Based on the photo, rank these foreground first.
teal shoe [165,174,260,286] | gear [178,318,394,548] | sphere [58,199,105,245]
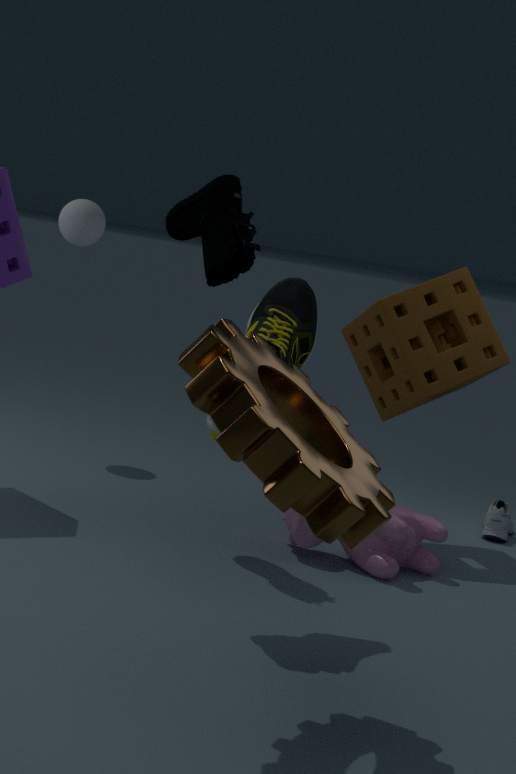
gear [178,318,394,548] → teal shoe [165,174,260,286] → sphere [58,199,105,245]
